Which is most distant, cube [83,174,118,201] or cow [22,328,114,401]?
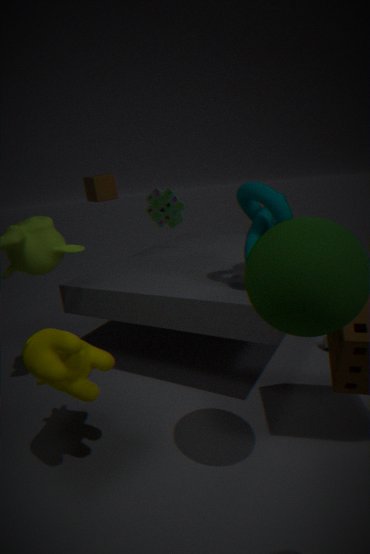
cube [83,174,118,201]
